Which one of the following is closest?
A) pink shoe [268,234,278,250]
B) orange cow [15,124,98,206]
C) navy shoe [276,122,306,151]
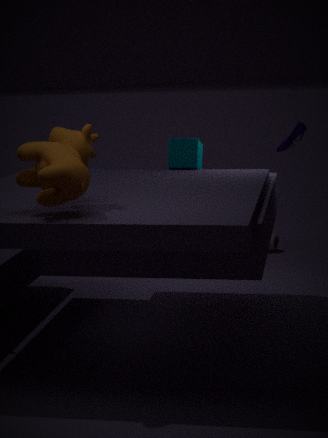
orange cow [15,124,98,206]
